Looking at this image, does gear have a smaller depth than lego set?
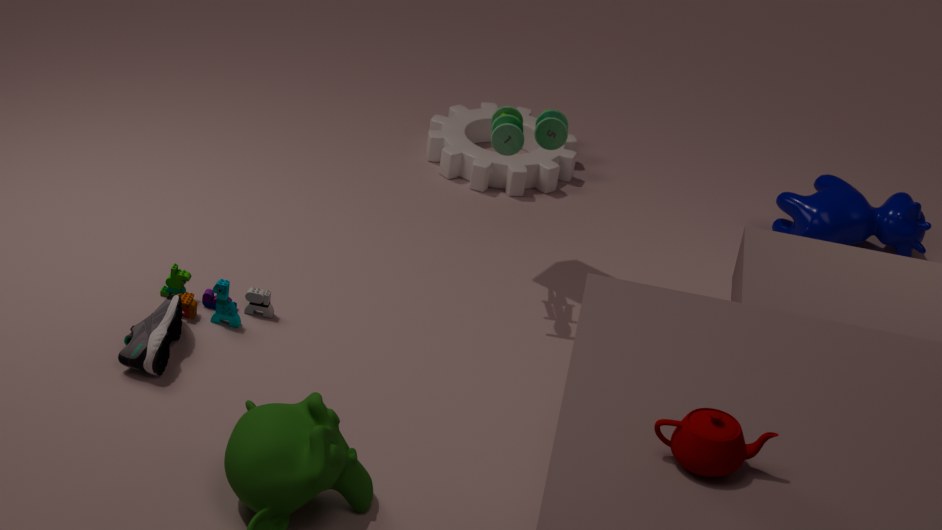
No
